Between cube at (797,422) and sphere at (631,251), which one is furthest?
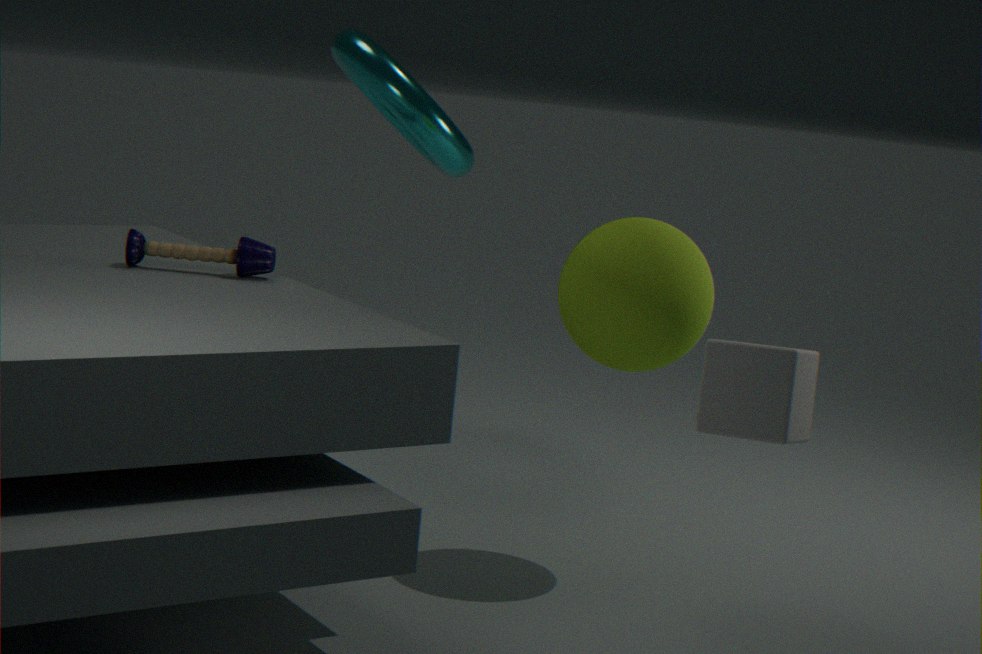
sphere at (631,251)
